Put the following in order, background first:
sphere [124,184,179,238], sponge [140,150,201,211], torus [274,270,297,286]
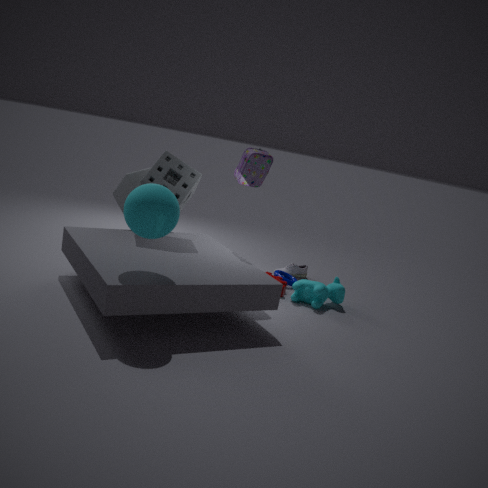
torus [274,270,297,286] → sponge [140,150,201,211] → sphere [124,184,179,238]
